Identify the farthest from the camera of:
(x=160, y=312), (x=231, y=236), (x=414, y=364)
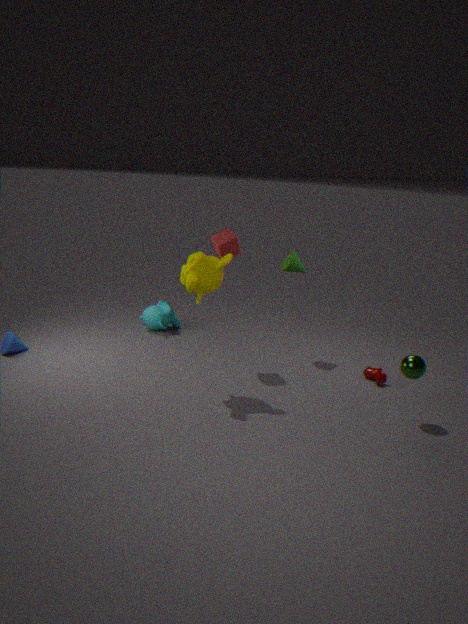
(x=160, y=312)
